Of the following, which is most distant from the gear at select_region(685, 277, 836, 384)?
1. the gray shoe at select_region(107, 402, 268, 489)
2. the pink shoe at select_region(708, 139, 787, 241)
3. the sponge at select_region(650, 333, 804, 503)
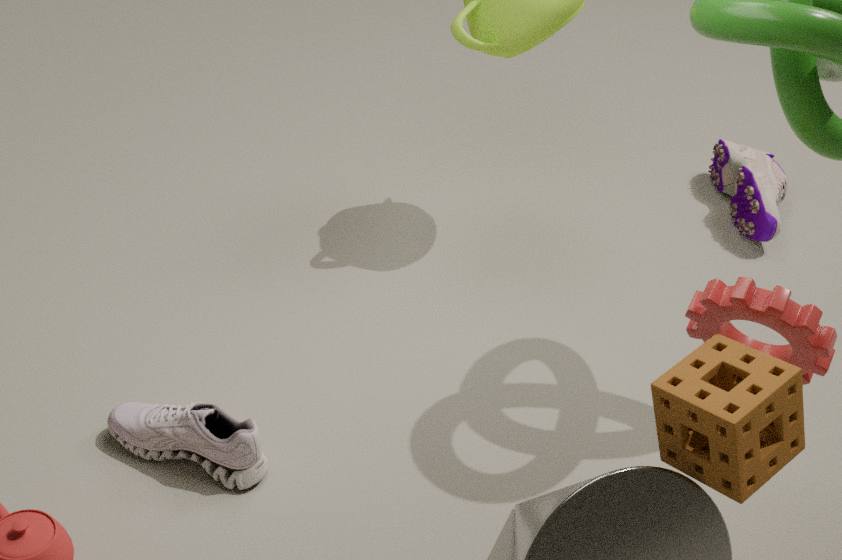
the pink shoe at select_region(708, 139, 787, 241)
